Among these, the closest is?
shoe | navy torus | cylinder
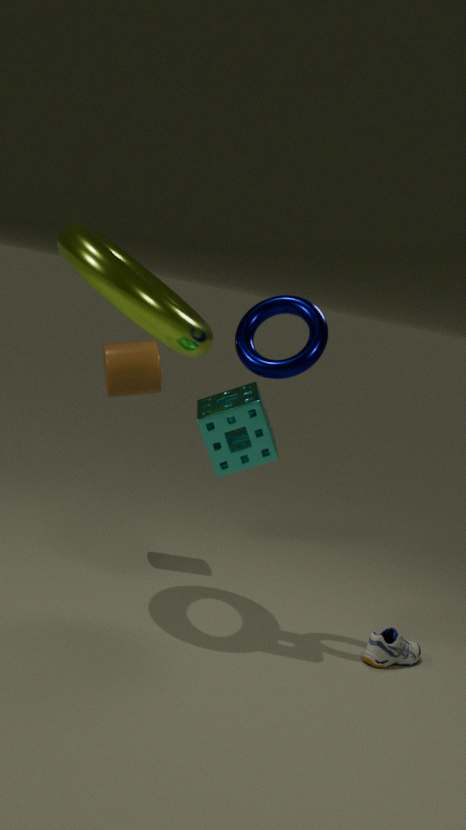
navy torus
